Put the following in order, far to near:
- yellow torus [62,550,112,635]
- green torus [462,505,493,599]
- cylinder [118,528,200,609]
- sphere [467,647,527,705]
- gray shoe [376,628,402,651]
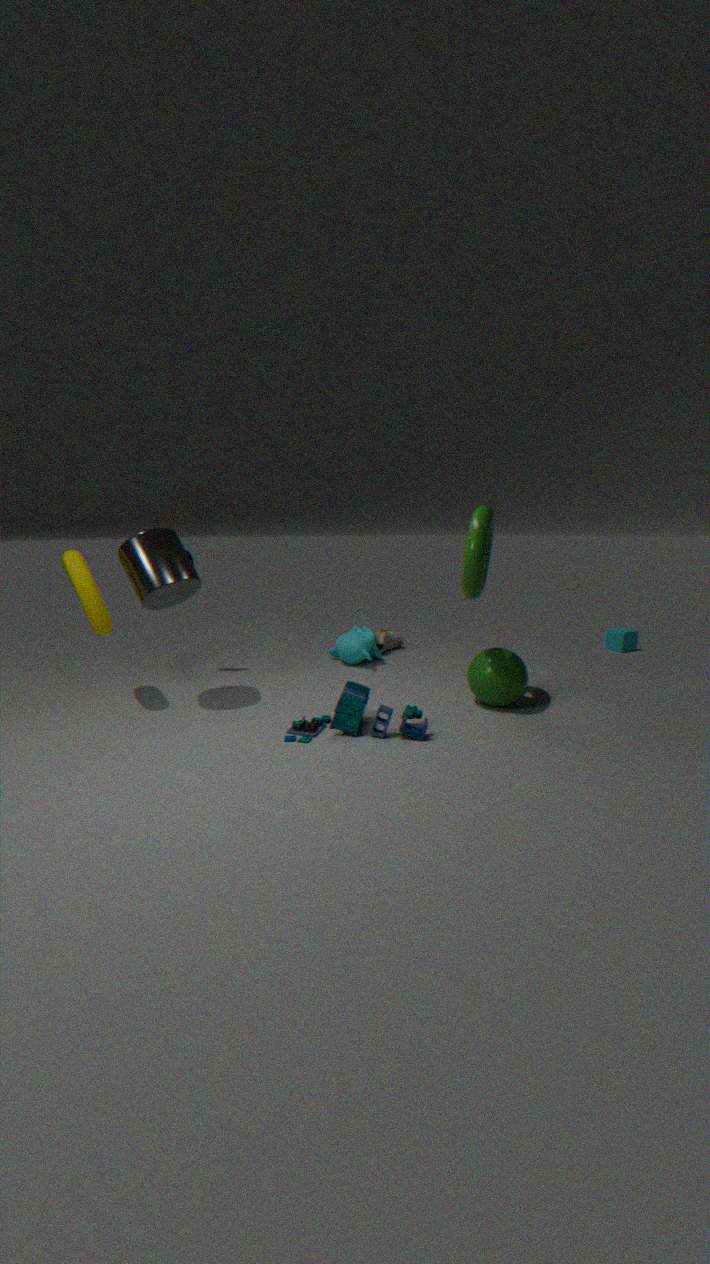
gray shoe [376,628,402,651] < sphere [467,647,527,705] < cylinder [118,528,200,609] < yellow torus [62,550,112,635] < green torus [462,505,493,599]
